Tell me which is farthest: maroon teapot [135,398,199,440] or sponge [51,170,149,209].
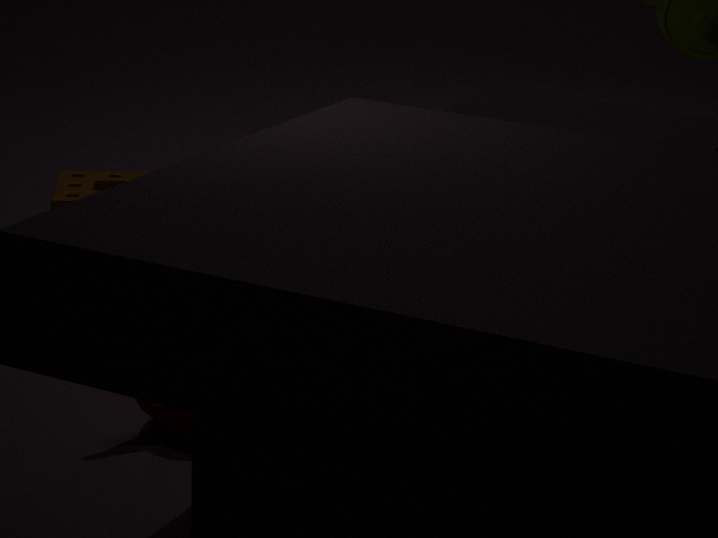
sponge [51,170,149,209]
